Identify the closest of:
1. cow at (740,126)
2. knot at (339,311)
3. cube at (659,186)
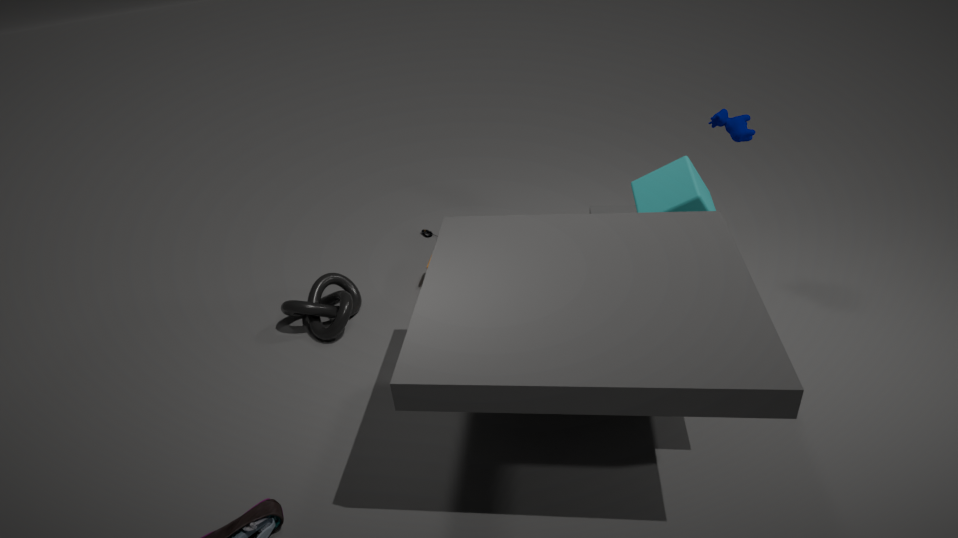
cube at (659,186)
